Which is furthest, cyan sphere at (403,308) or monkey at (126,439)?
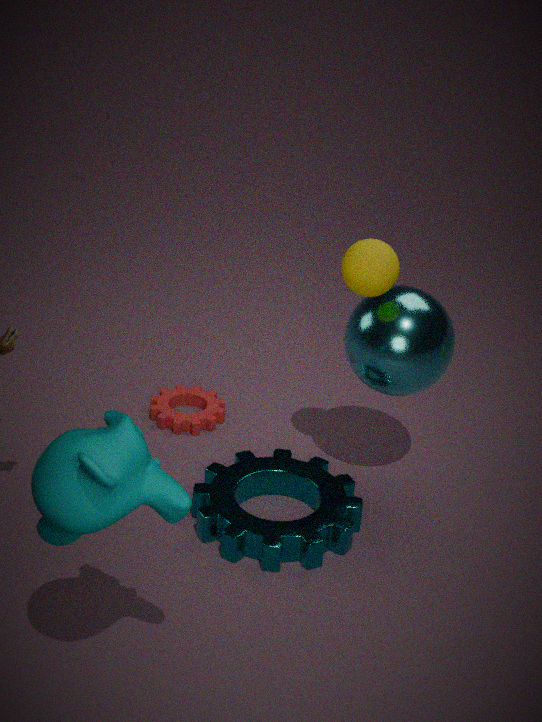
cyan sphere at (403,308)
